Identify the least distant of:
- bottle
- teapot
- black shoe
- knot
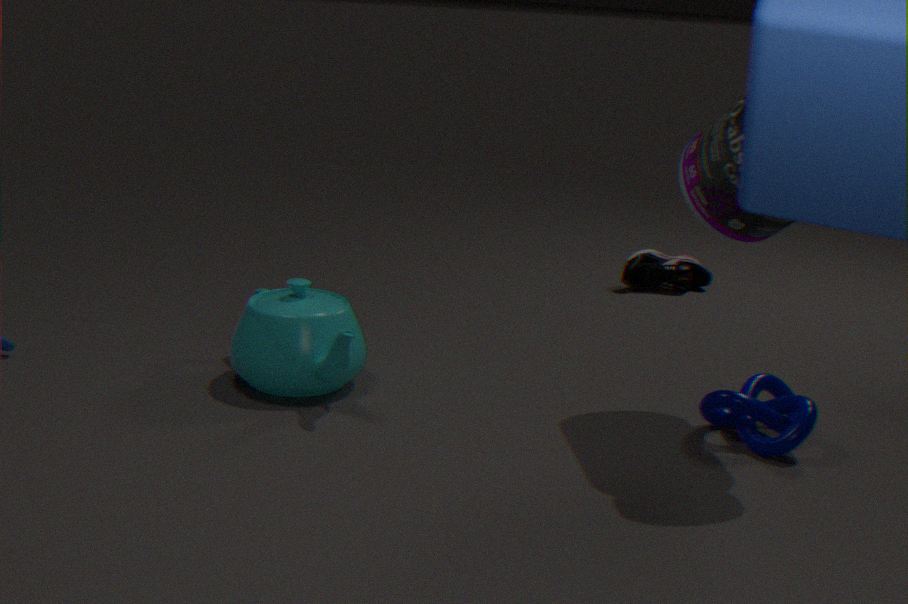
bottle
